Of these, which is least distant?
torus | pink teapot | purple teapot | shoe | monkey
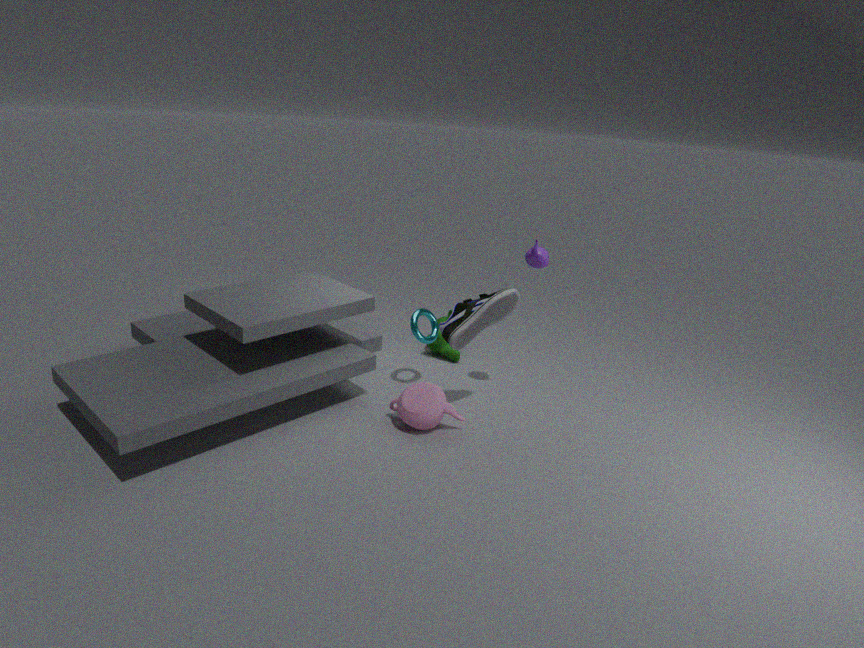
shoe
